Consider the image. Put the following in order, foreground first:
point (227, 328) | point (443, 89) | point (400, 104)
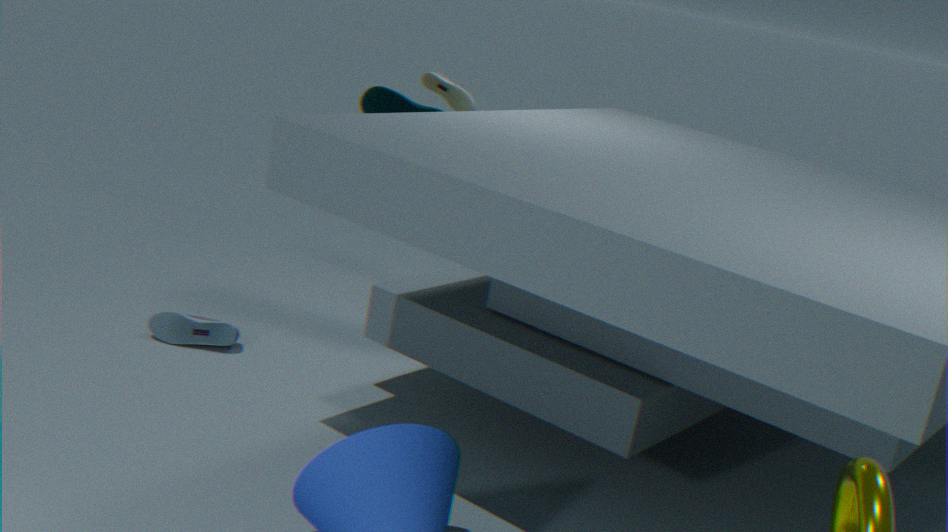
point (227, 328) → point (400, 104) → point (443, 89)
